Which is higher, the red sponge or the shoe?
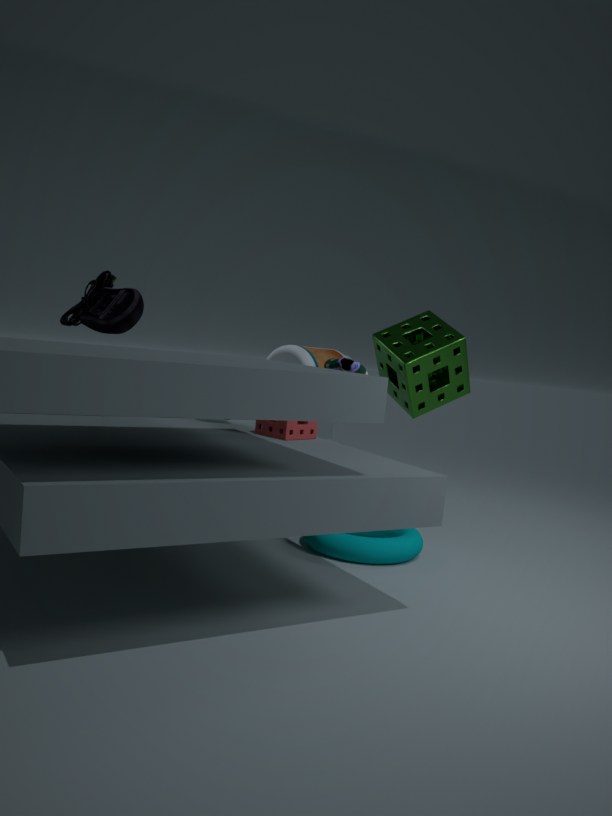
the shoe
